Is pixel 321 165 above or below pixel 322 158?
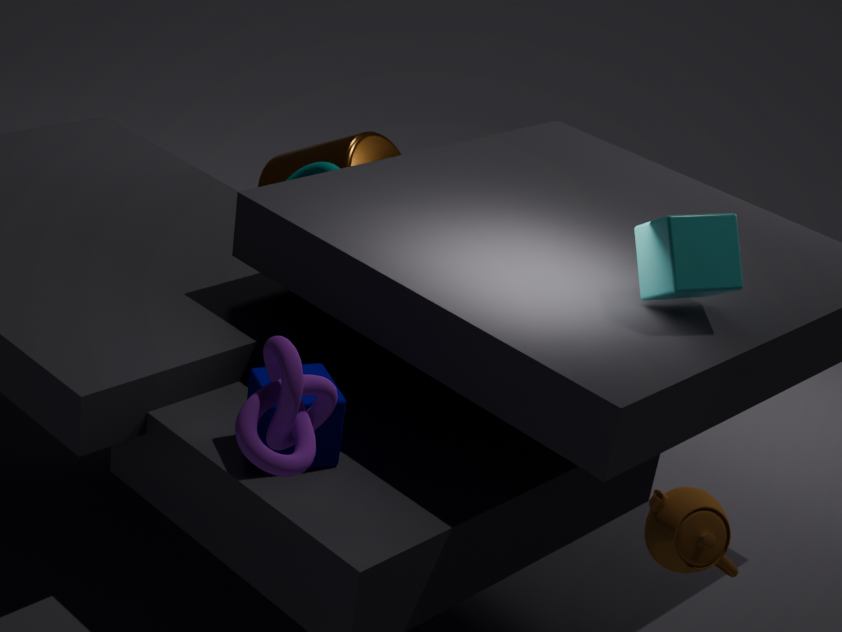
above
